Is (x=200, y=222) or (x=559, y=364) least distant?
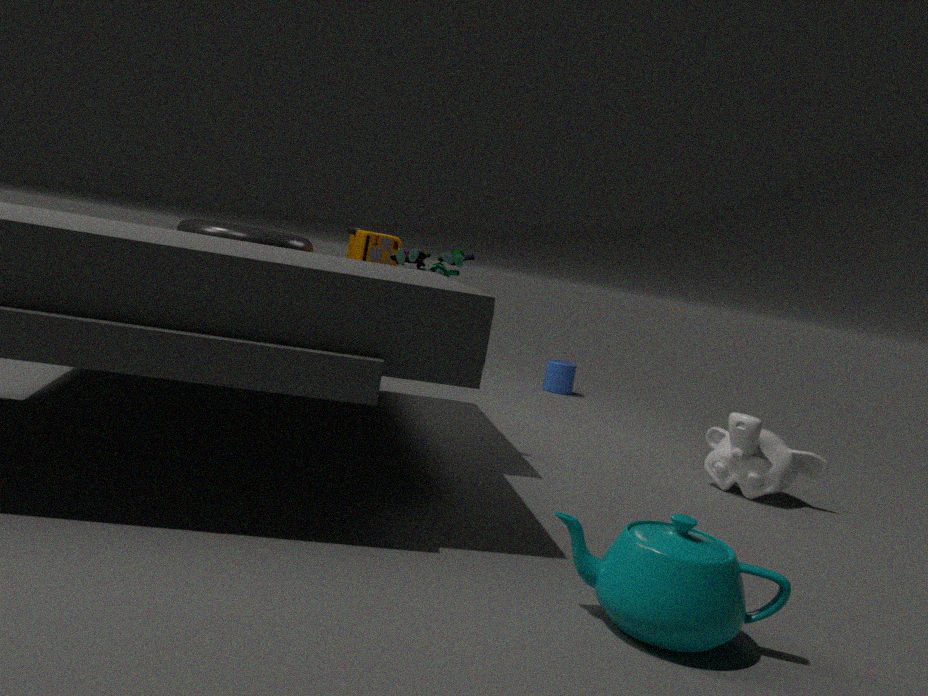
(x=200, y=222)
